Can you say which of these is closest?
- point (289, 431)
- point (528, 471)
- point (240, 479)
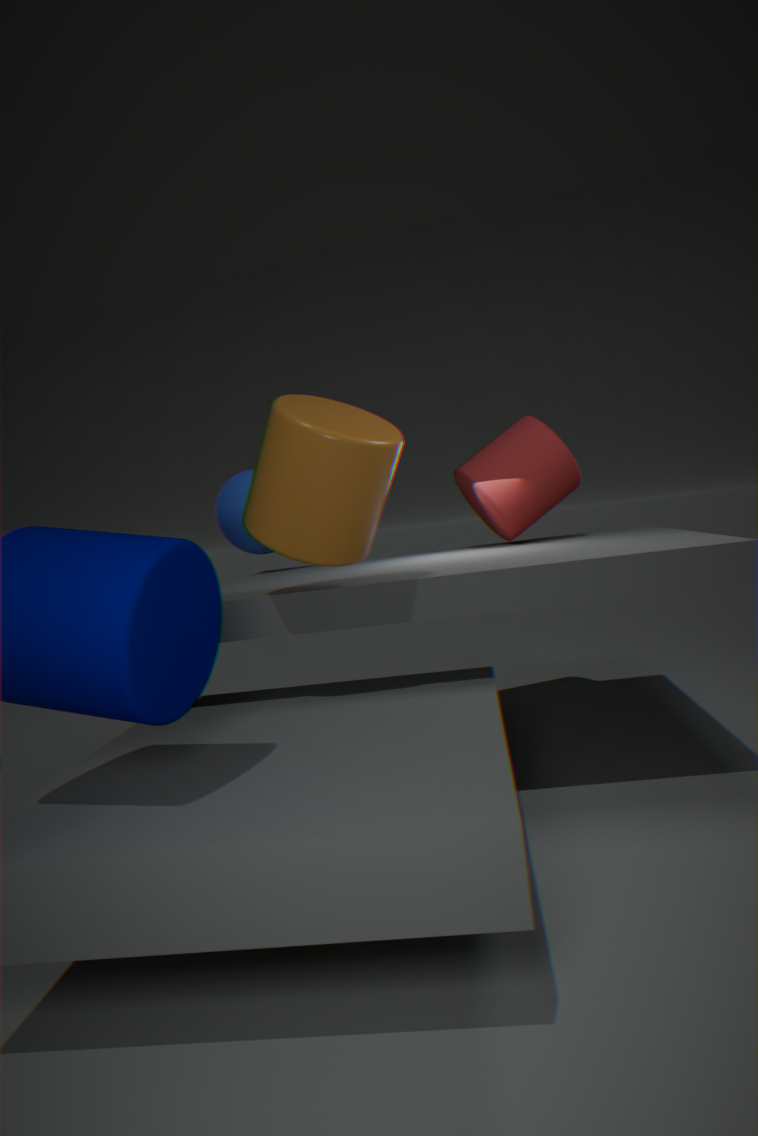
point (289, 431)
